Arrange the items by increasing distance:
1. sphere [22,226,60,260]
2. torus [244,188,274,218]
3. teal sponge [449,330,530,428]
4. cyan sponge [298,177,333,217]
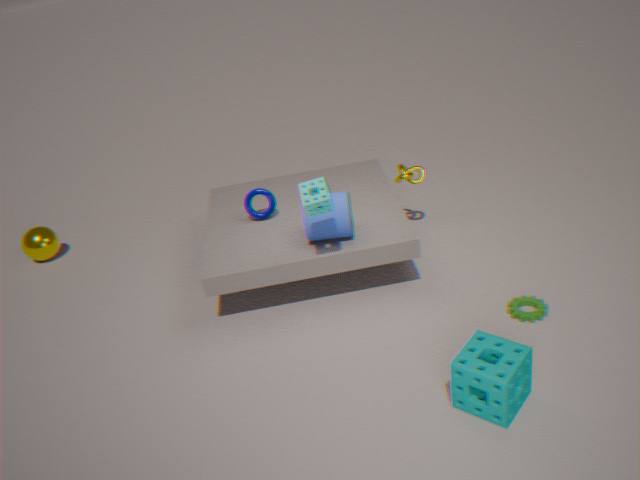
teal sponge [449,330,530,428] → cyan sponge [298,177,333,217] → torus [244,188,274,218] → sphere [22,226,60,260]
